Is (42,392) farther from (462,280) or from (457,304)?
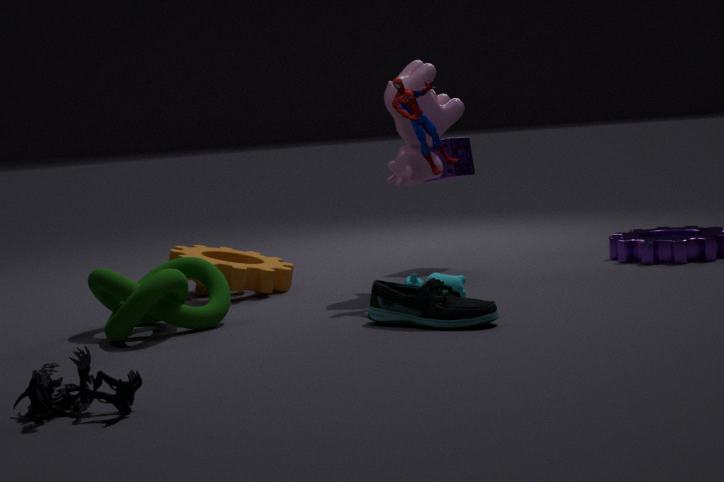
(462,280)
